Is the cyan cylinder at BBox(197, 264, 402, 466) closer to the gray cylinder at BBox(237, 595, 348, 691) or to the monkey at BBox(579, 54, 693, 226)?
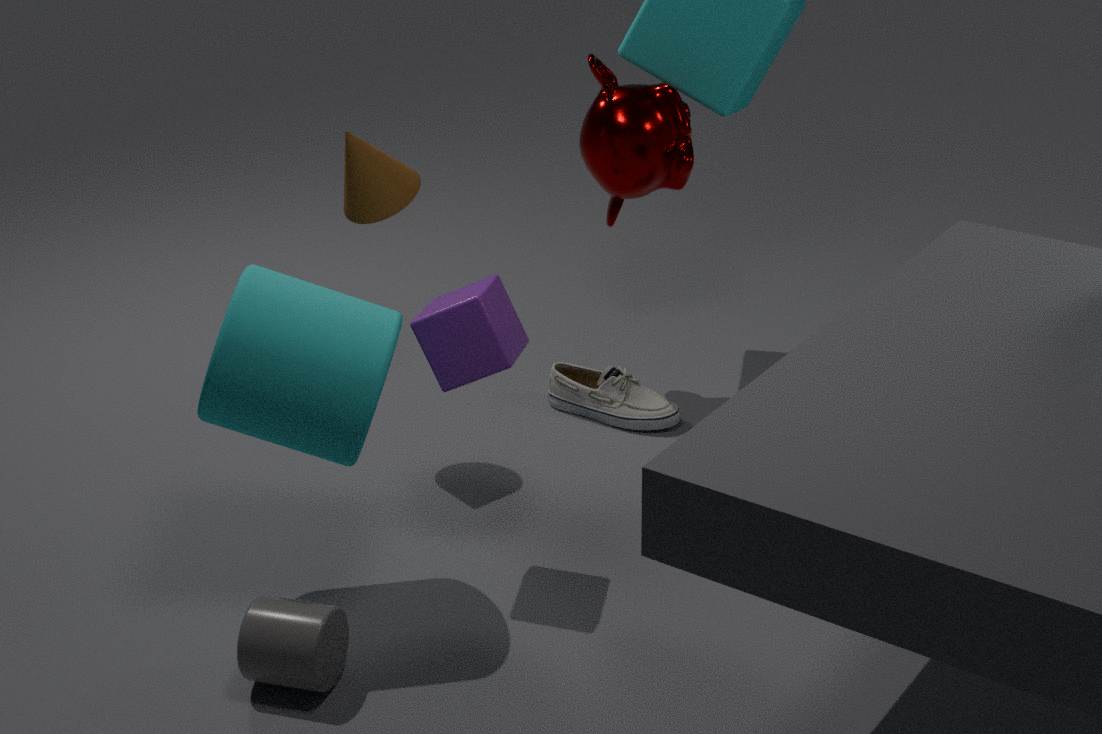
the gray cylinder at BBox(237, 595, 348, 691)
